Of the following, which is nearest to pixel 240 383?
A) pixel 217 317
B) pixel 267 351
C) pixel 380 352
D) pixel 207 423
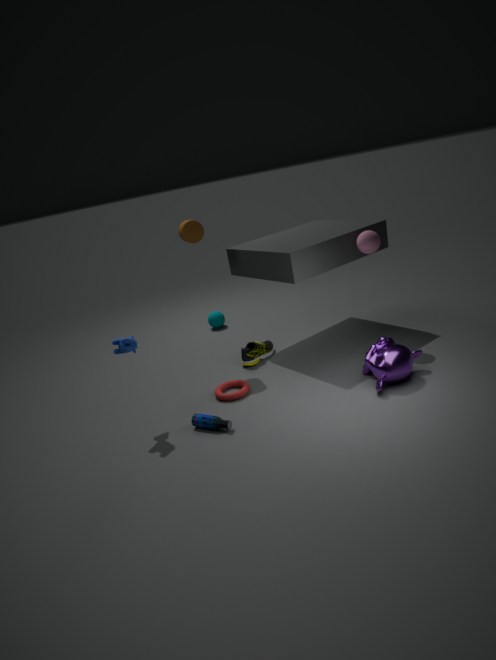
pixel 207 423
